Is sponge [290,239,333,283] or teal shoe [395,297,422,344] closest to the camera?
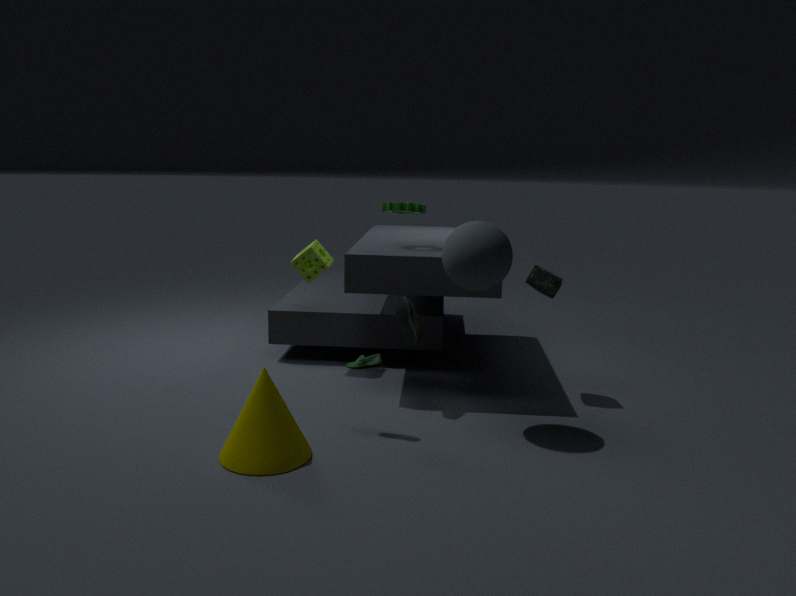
teal shoe [395,297,422,344]
